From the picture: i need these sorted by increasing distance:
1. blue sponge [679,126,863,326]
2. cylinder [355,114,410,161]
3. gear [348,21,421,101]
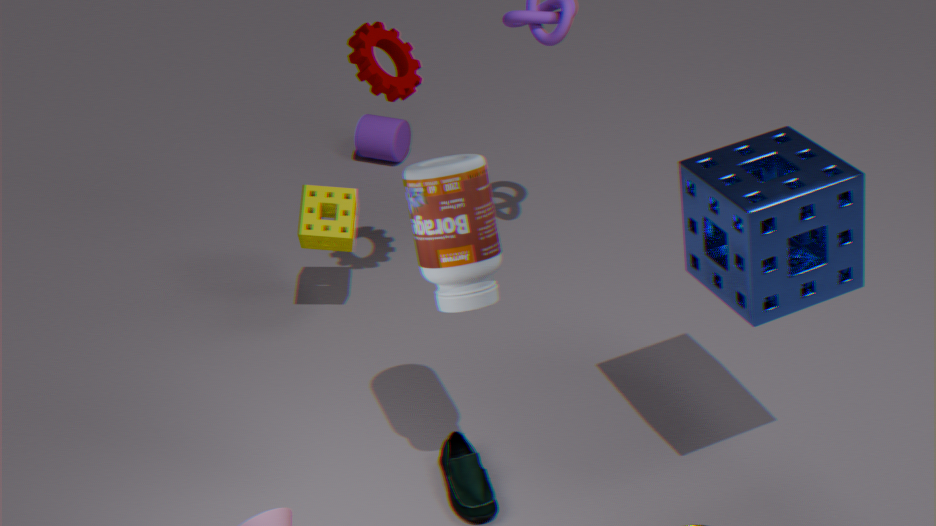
1. blue sponge [679,126,863,326]
2. gear [348,21,421,101]
3. cylinder [355,114,410,161]
